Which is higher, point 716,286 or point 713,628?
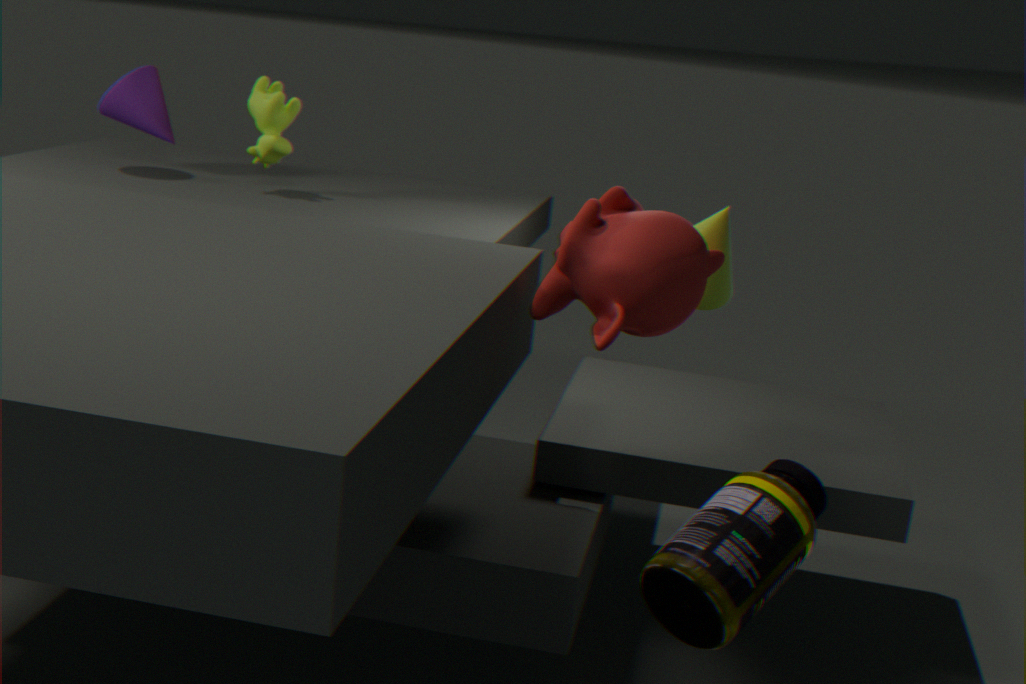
point 716,286
